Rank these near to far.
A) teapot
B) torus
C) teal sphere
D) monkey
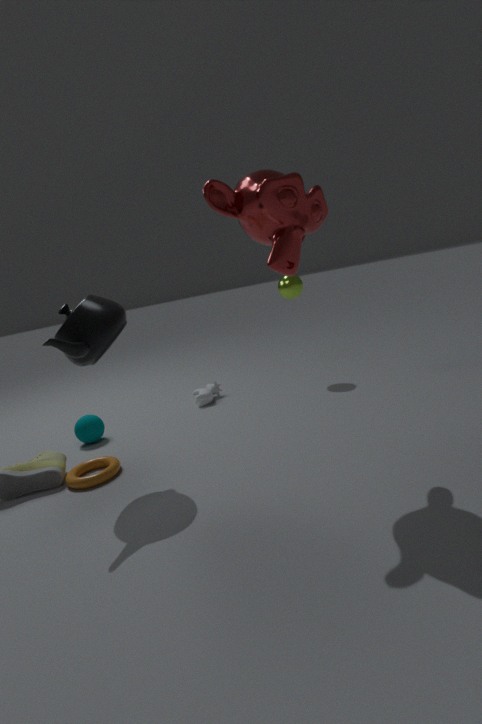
monkey → teapot → torus → teal sphere
